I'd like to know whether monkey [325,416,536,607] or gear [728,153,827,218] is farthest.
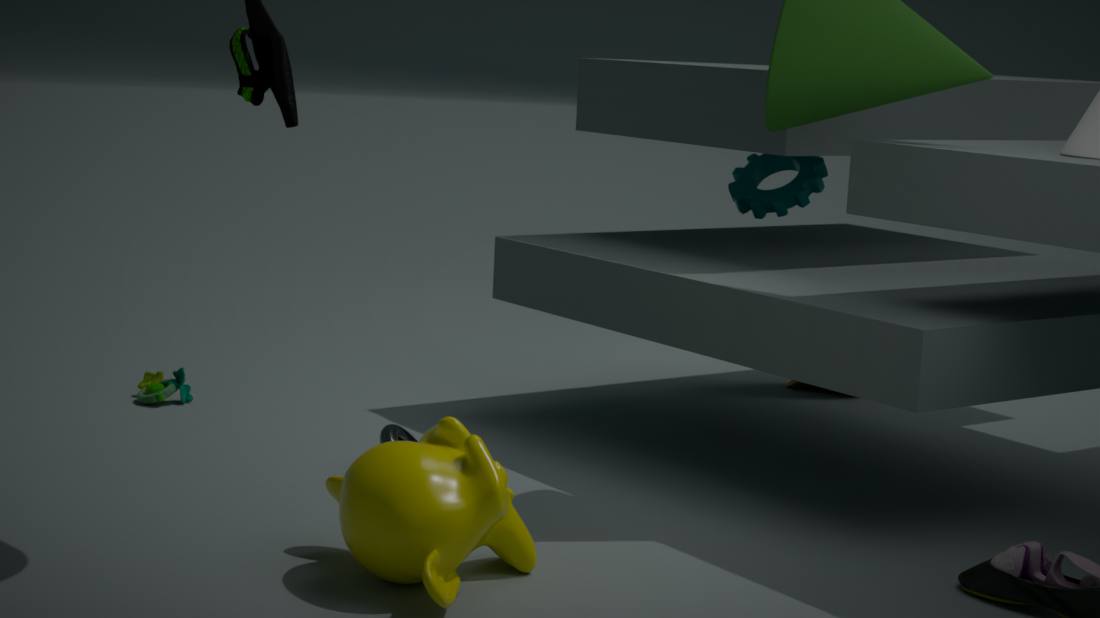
gear [728,153,827,218]
